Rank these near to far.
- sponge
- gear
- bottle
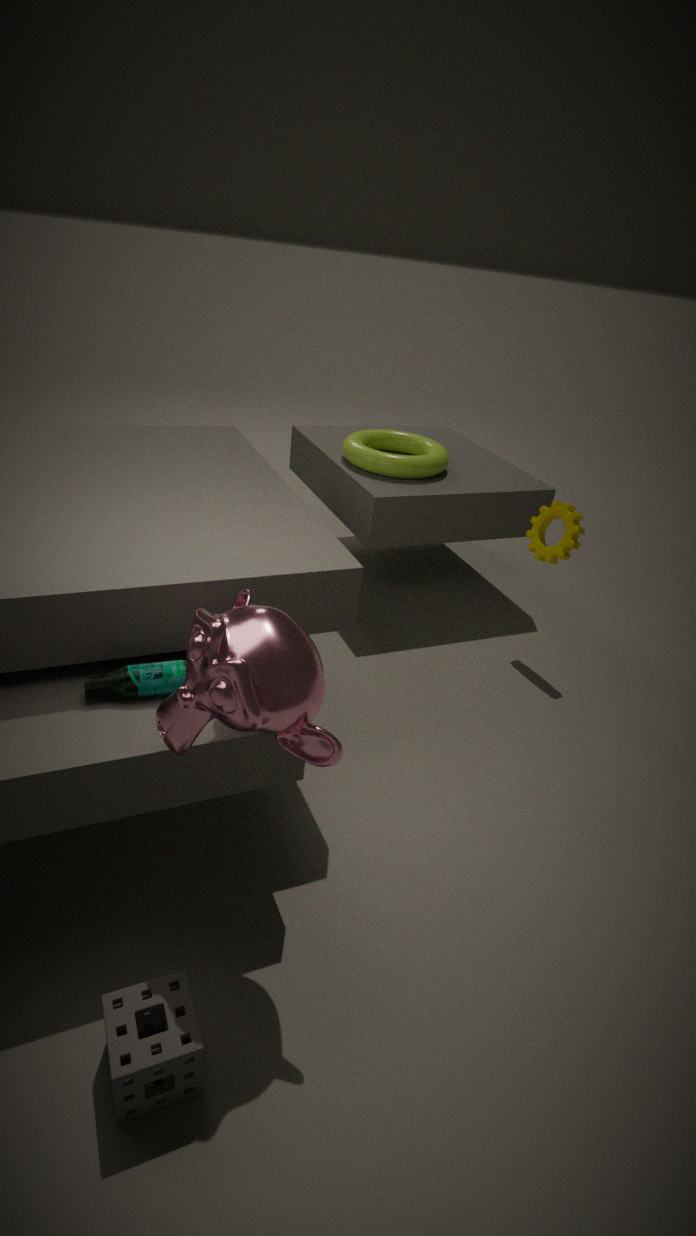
sponge, bottle, gear
